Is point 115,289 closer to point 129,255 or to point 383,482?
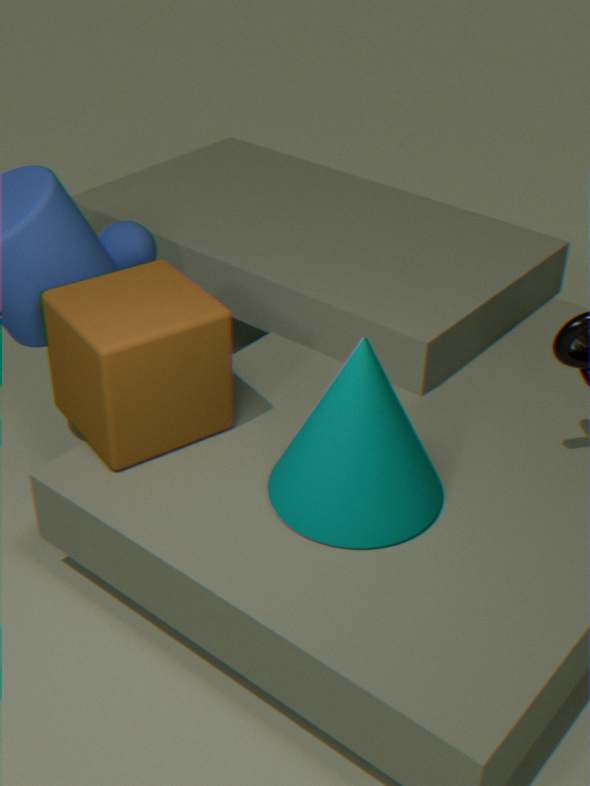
point 129,255
